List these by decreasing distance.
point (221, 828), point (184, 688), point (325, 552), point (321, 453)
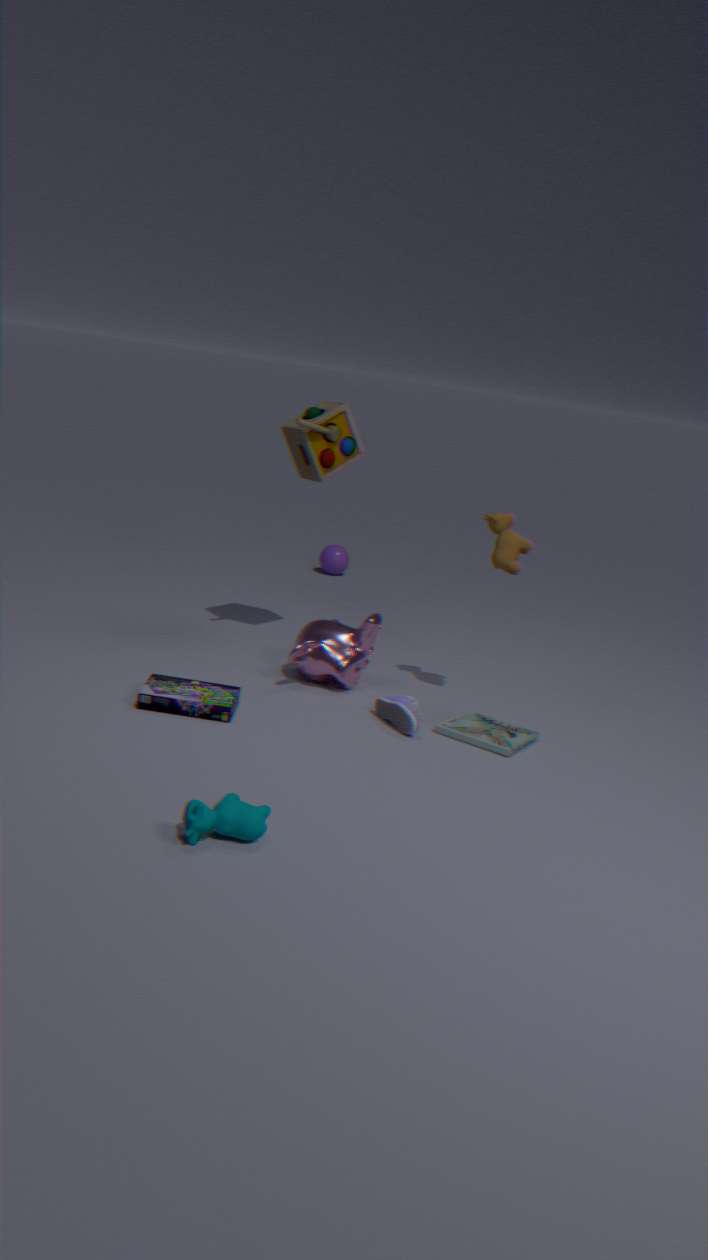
1. point (325, 552)
2. point (321, 453)
3. point (184, 688)
4. point (221, 828)
